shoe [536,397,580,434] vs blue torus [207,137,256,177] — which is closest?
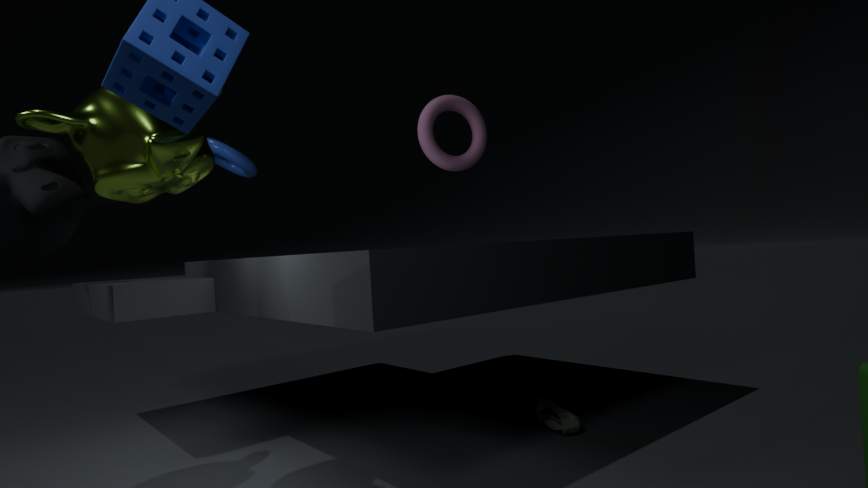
shoe [536,397,580,434]
